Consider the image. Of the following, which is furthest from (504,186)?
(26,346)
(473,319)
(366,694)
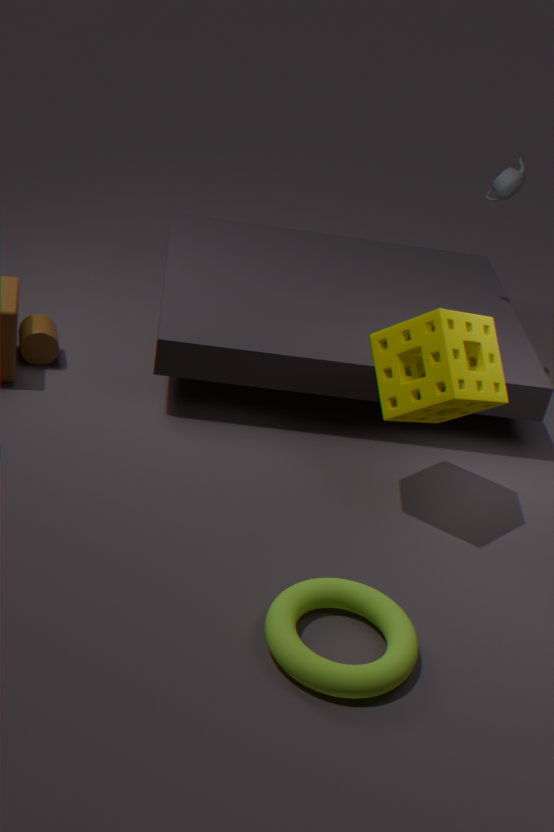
(366,694)
